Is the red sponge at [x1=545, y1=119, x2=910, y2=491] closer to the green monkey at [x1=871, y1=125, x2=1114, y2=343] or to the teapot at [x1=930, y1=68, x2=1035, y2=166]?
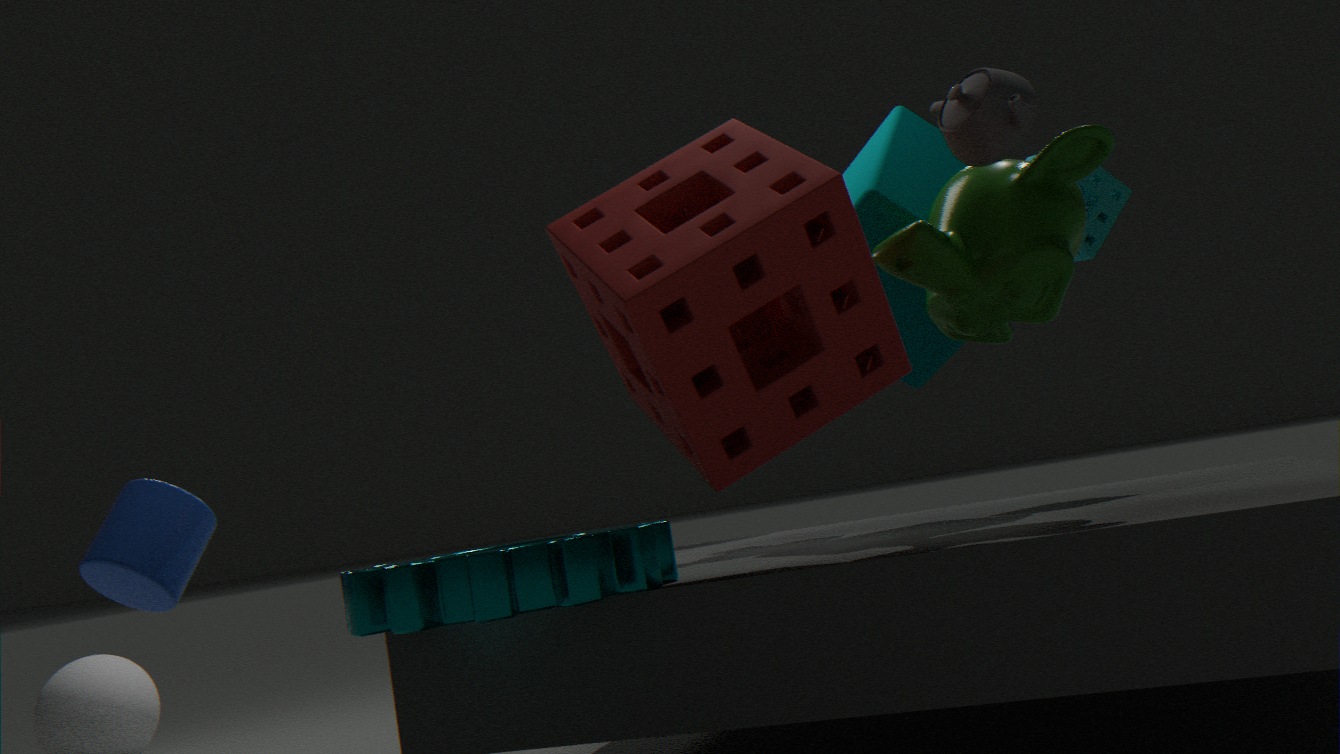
the green monkey at [x1=871, y1=125, x2=1114, y2=343]
